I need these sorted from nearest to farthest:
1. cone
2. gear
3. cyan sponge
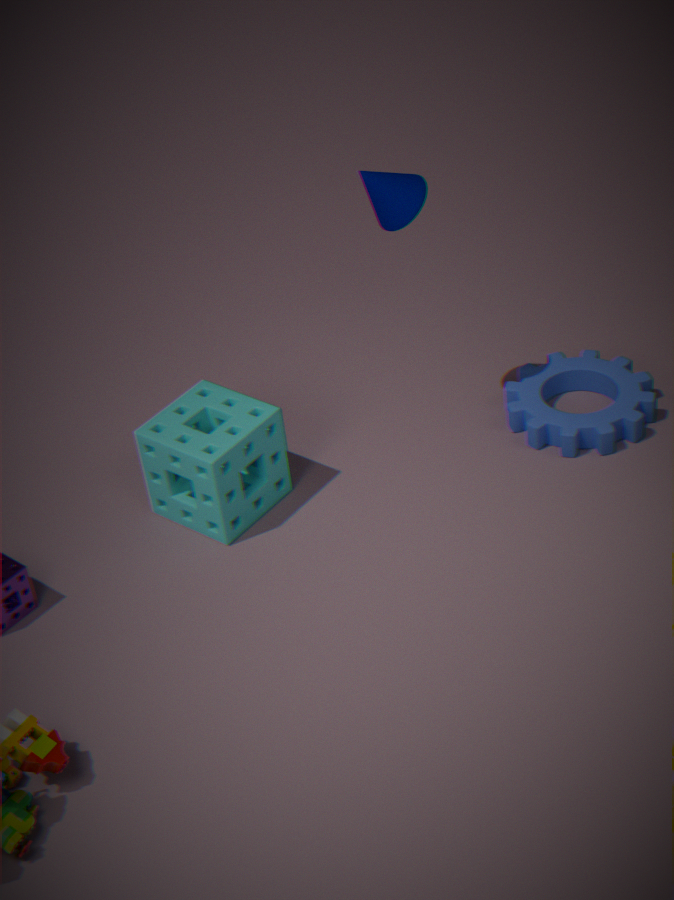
cone < cyan sponge < gear
